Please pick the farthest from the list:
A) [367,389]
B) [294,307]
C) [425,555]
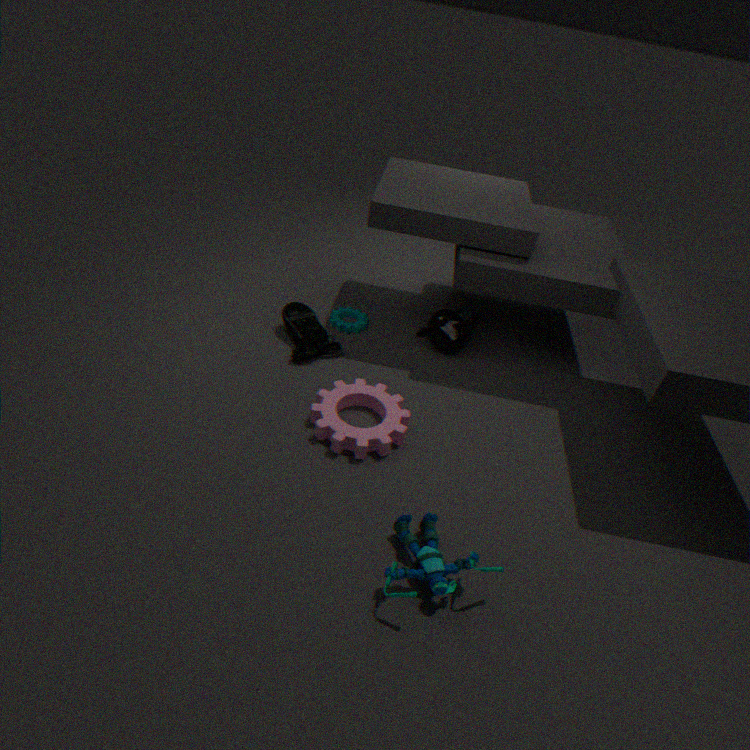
[294,307]
